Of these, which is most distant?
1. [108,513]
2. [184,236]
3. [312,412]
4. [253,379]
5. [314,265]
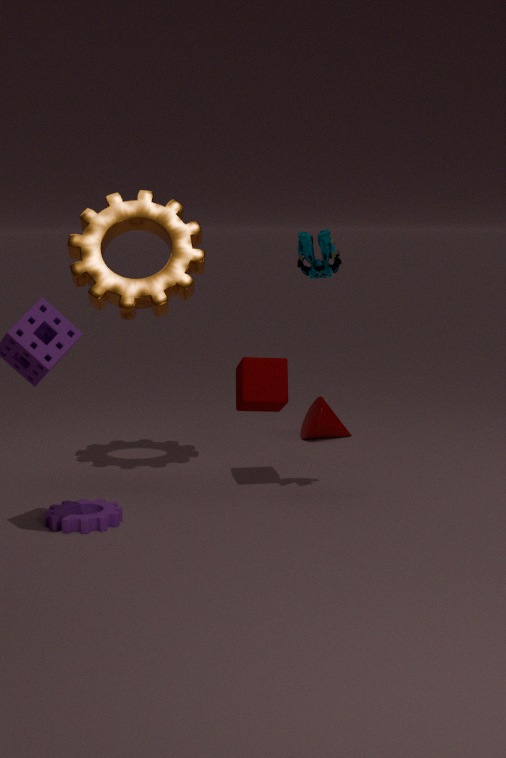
[312,412]
